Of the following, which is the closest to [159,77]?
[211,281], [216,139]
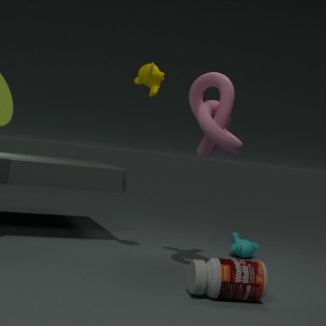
[216,139]
